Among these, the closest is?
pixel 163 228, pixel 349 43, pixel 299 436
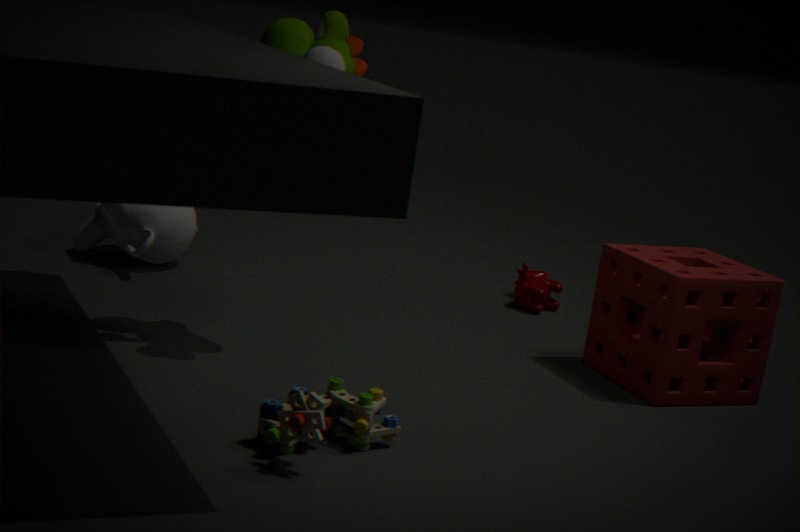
pixel 299 436
